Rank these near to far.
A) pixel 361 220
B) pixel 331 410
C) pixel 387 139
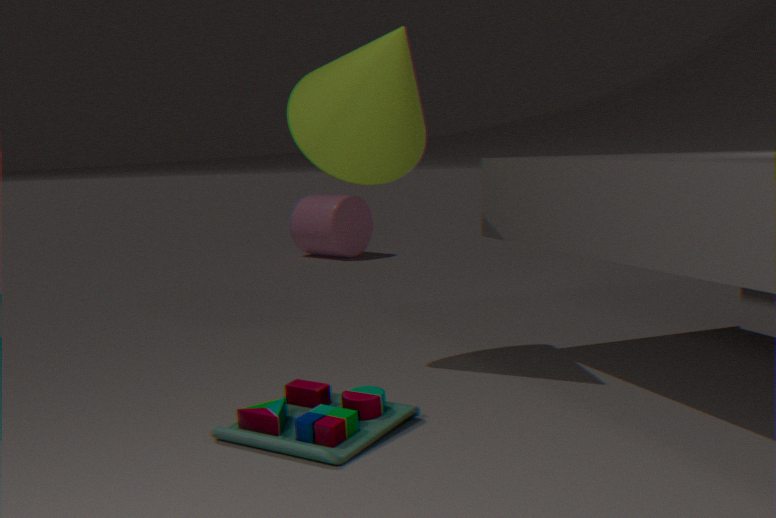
pixel 331 410
pixel 387 139
pixel 361 220
